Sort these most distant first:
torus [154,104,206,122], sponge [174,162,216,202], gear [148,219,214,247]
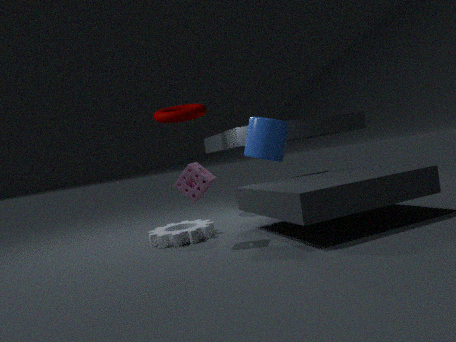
torus [154,104,206,122]
gear [148,219,214,247]
sponge [174,162,216,202]
